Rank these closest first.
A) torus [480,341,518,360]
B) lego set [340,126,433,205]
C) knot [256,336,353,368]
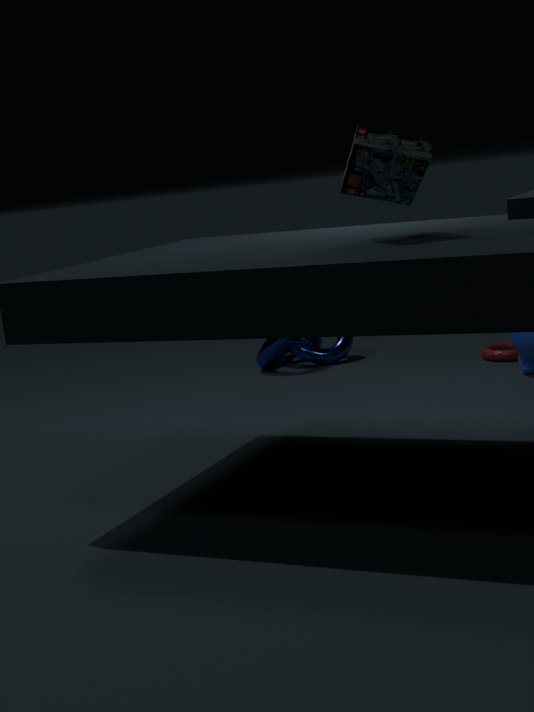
lego set [340,126,433,205] < torus [480,341,518,360] < knot [256,336,353,368]
